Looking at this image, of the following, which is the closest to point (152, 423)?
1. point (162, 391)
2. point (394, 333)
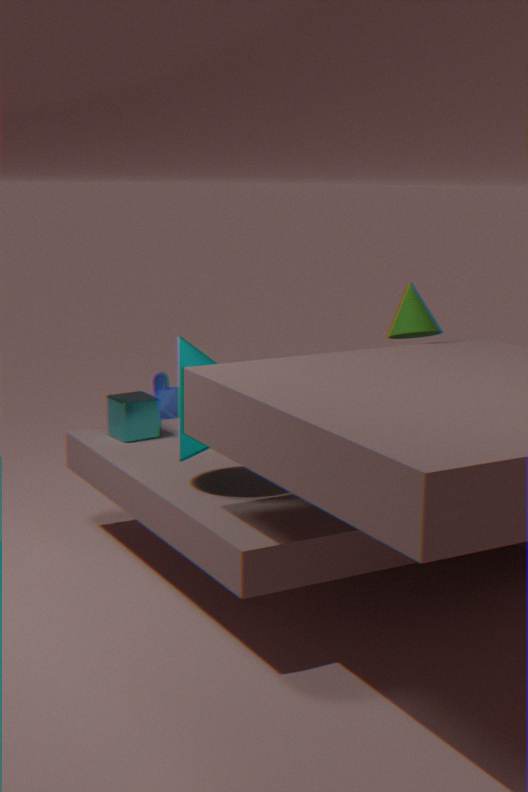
point (394, 333)
